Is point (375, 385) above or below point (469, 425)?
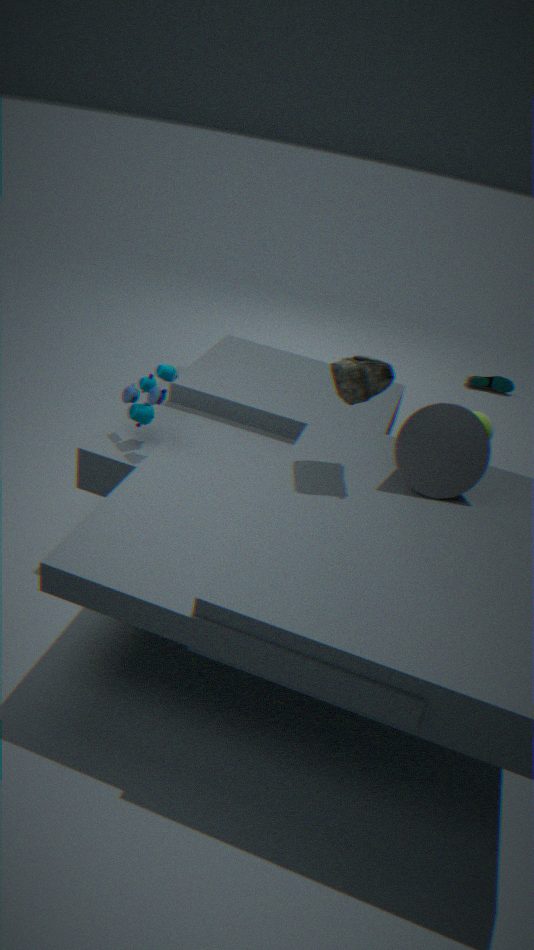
above
